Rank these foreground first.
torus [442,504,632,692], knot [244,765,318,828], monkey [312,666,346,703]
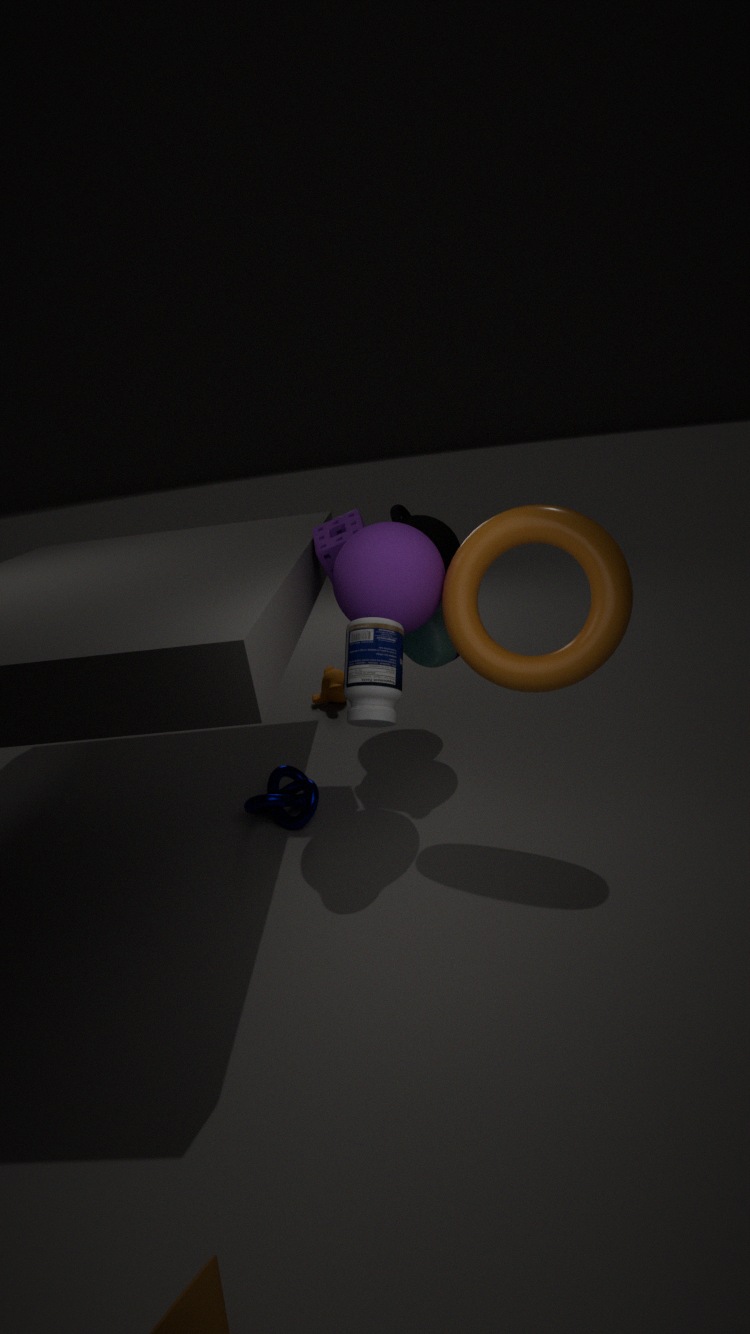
torus [442,504,632,692], knot [244,765,318,828], monkey [312,666,346,703]
